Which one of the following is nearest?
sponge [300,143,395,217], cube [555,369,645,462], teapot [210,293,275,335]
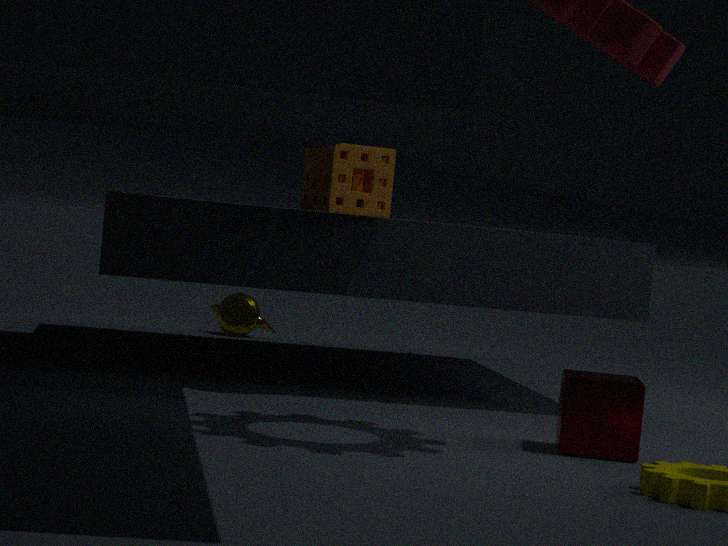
cube [555,369,645,462]
